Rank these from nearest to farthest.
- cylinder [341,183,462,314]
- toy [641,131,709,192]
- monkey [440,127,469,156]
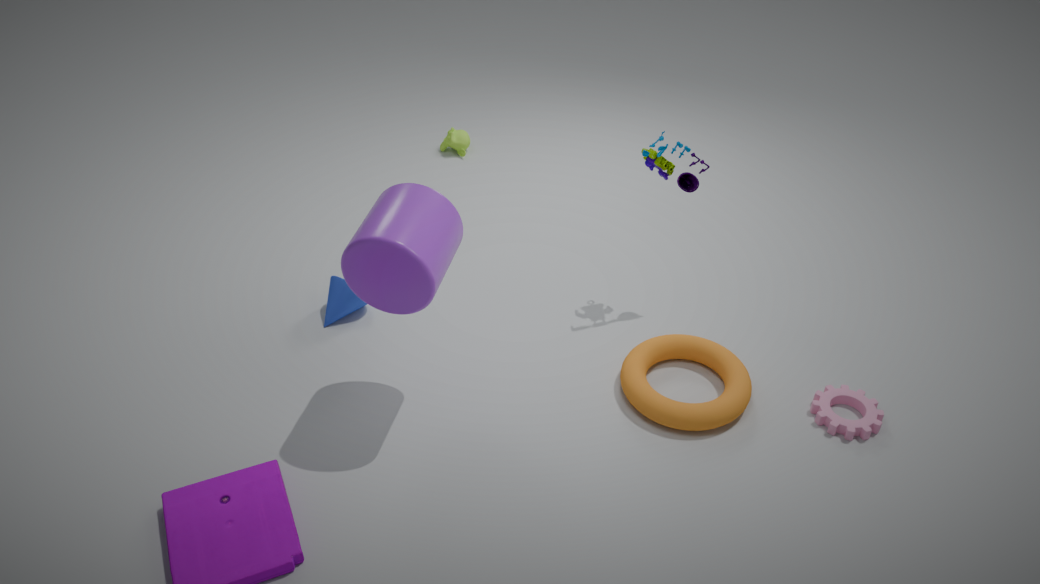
1. cylinder [341,183,462,314]
2. toy [641,131,709,192]
3. monkey [440,127,469,156]
